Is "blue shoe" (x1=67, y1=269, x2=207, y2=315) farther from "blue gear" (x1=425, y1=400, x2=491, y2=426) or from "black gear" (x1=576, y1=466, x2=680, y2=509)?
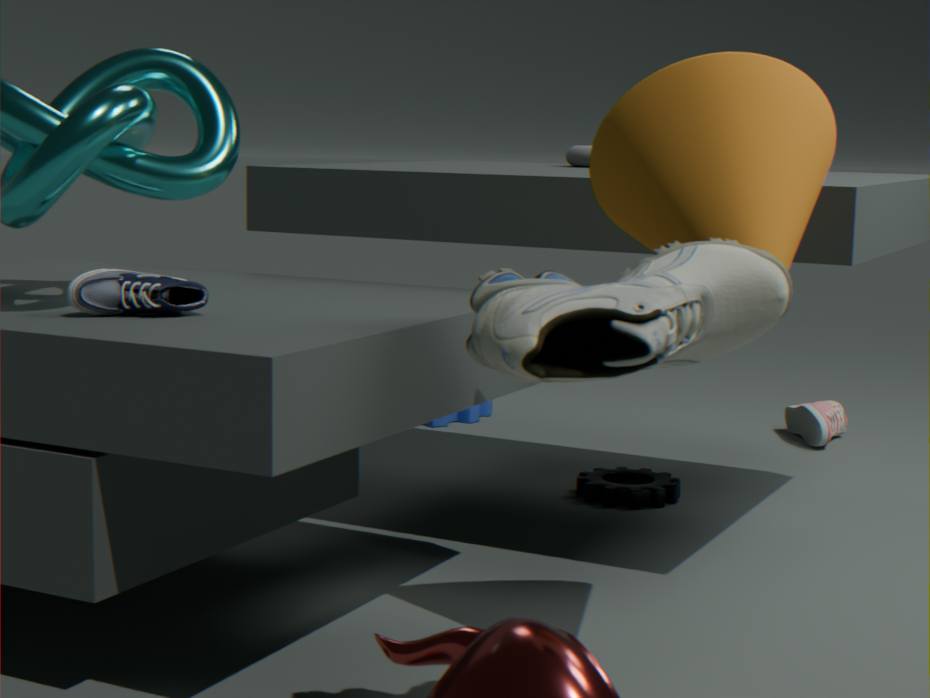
"blue gear" (x1=425, y1=400, x2=491, y2=426)
